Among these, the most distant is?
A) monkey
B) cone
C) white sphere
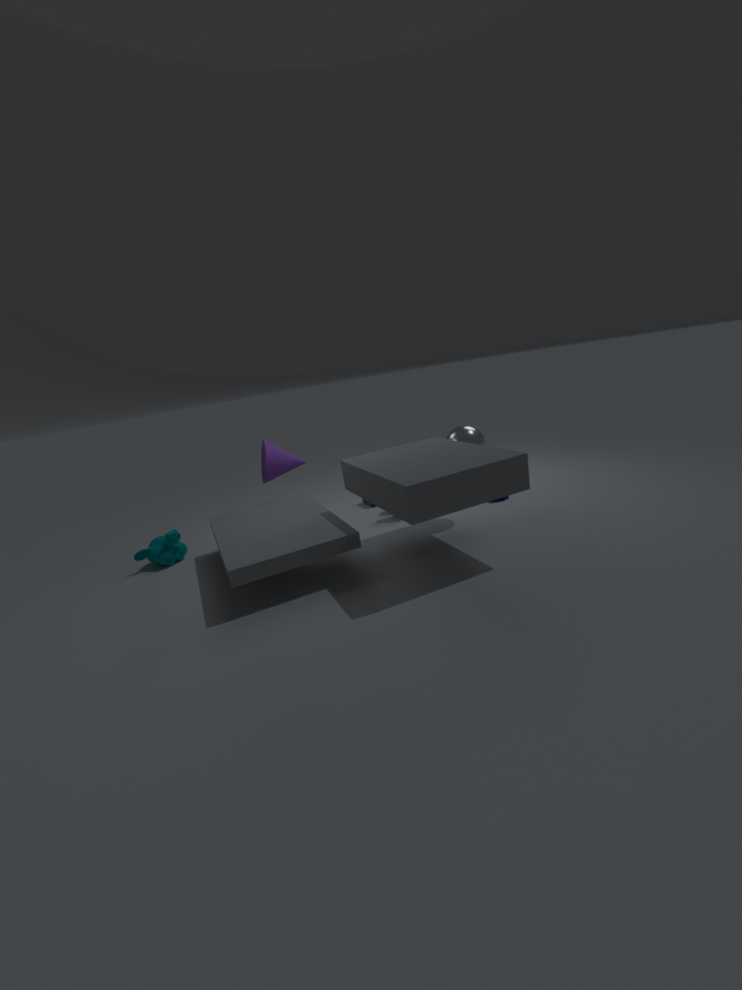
cone
